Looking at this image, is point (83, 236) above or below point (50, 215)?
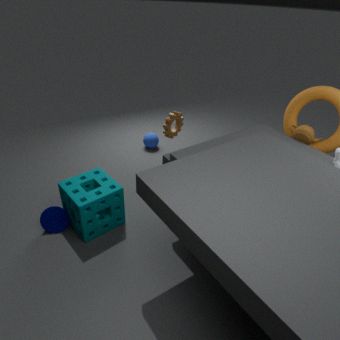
above
